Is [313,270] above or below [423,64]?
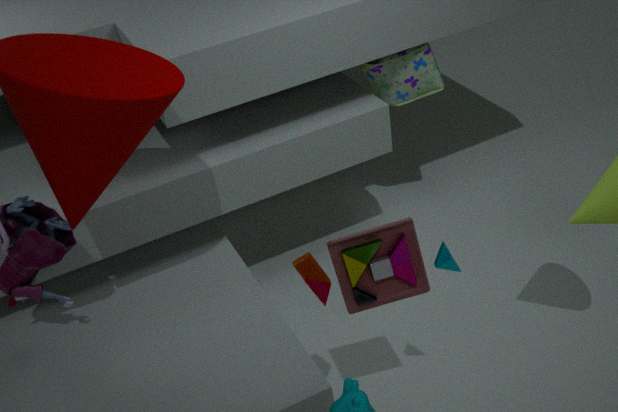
above
